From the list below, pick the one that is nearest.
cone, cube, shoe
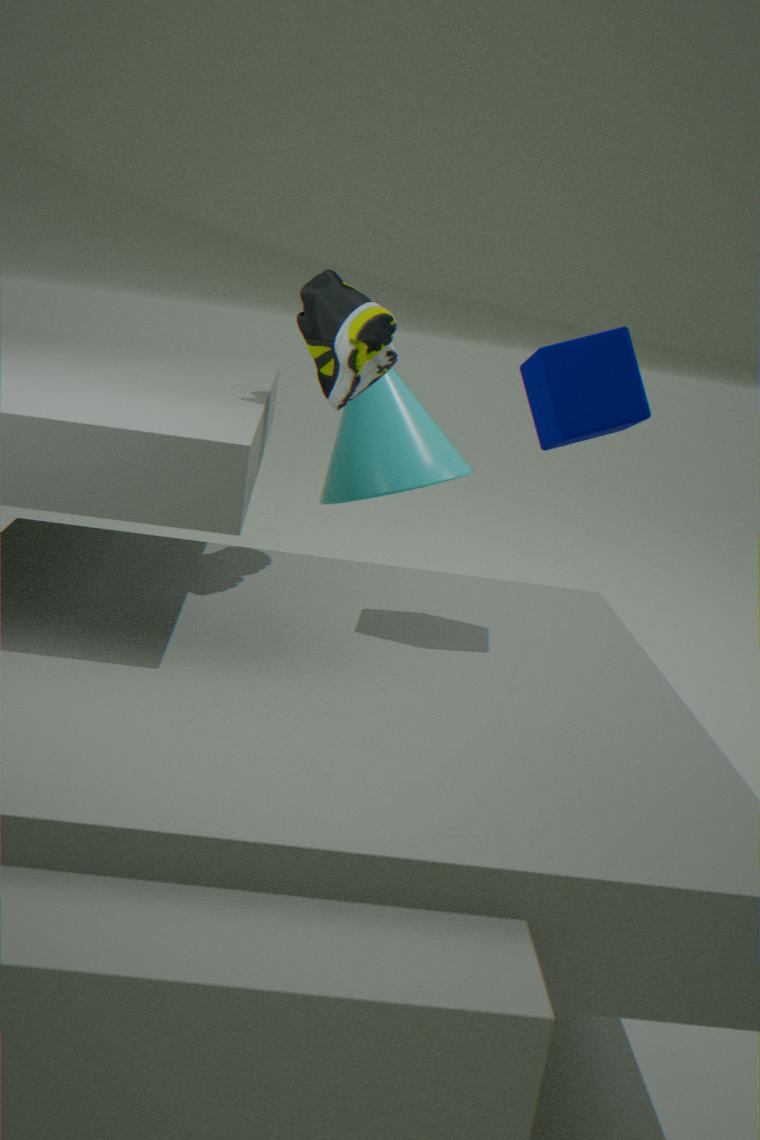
cube
